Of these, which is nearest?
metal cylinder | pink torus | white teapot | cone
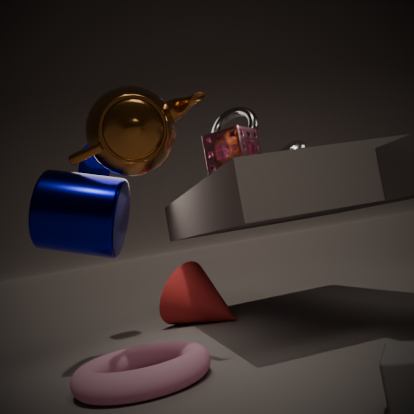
pink torus
